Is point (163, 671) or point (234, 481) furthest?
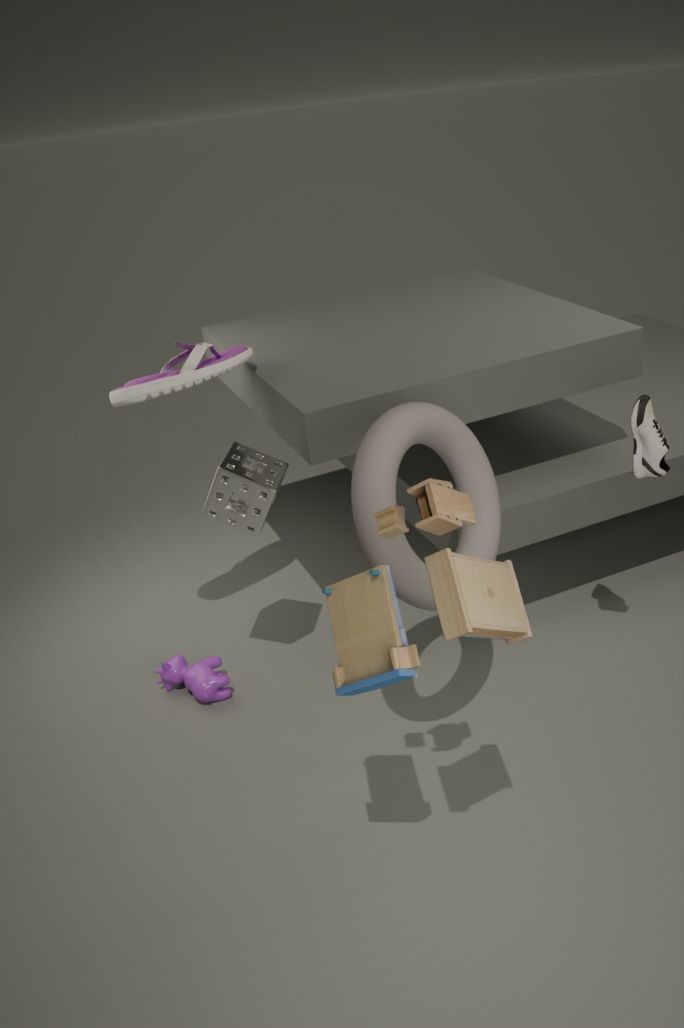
point (163, 671)
